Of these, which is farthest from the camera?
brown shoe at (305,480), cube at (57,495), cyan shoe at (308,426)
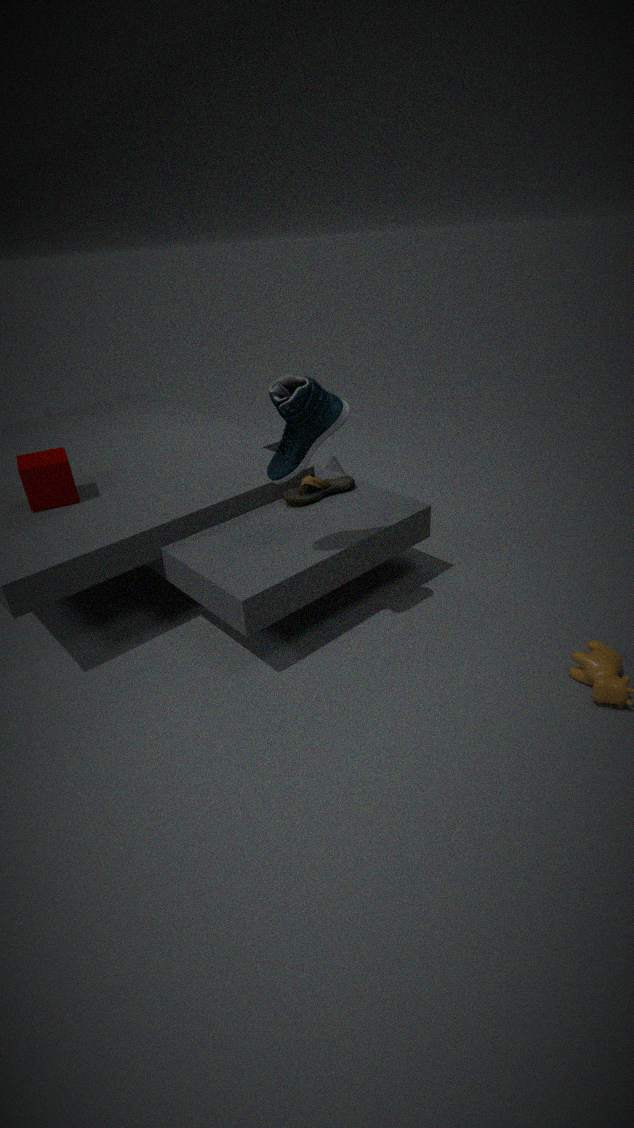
brown shoe at (305,480)
